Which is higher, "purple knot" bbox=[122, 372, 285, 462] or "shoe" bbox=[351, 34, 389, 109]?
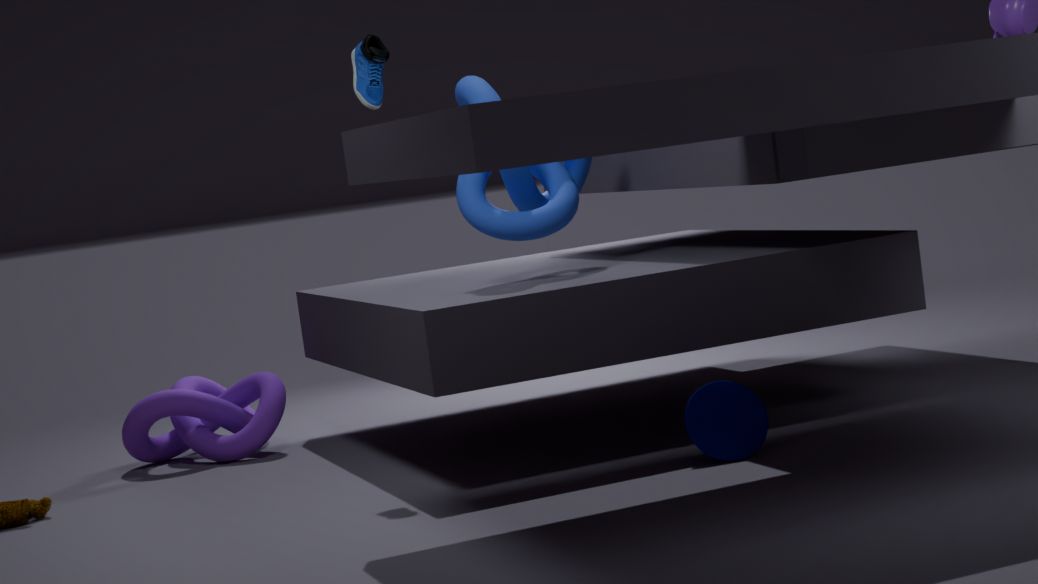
"shoe" bbox=[351, 34, 389, 109]
